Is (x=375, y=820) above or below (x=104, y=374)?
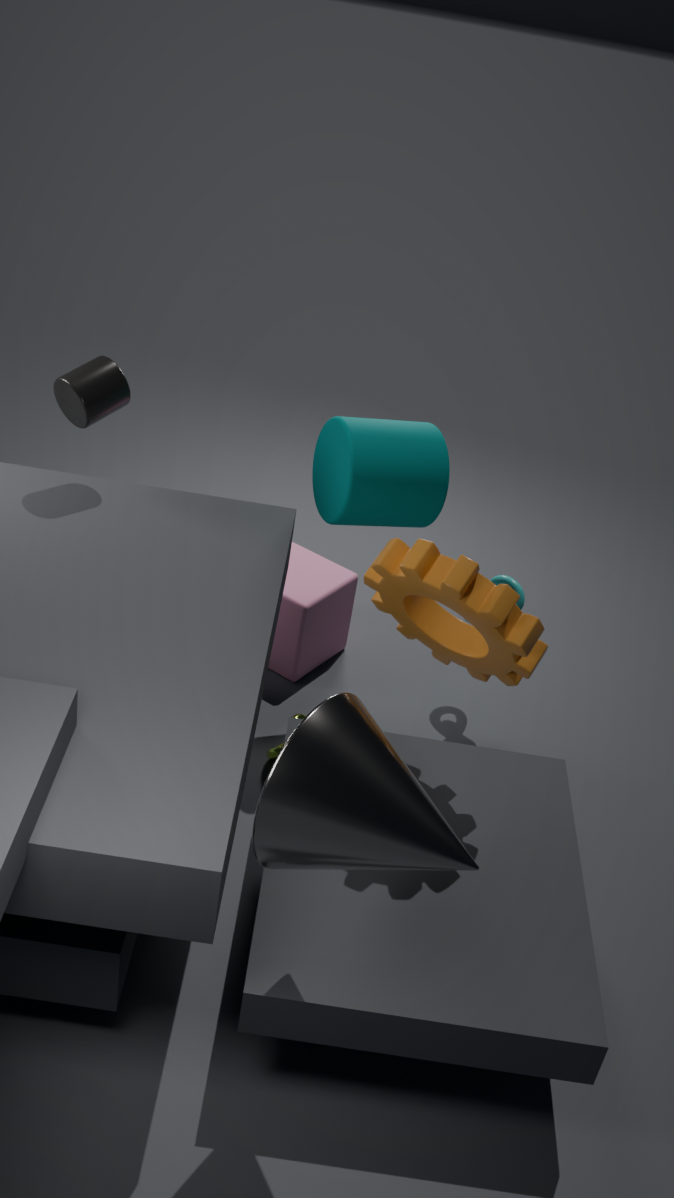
below
